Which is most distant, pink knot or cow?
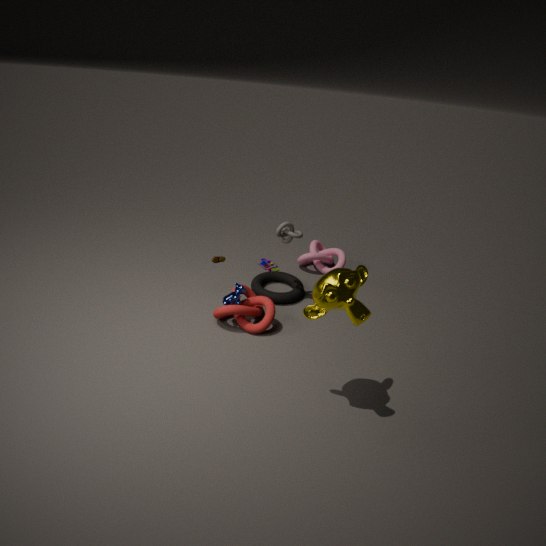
pink knot
